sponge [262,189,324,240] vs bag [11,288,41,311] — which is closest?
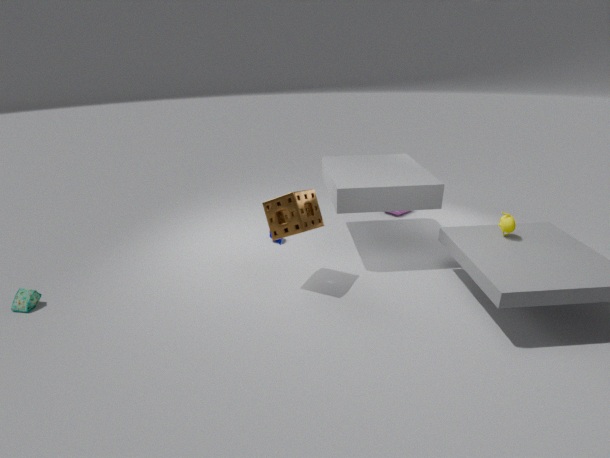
sponge [262,189,324,240]
